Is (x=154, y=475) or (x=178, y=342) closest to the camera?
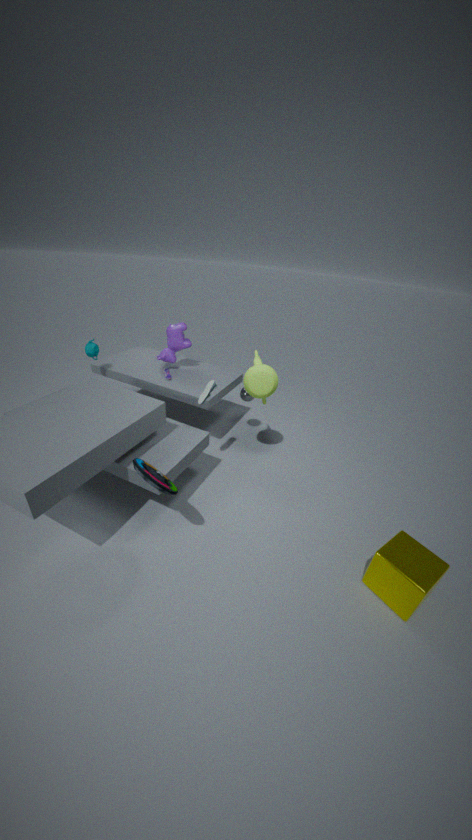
(x=154, y=475)
